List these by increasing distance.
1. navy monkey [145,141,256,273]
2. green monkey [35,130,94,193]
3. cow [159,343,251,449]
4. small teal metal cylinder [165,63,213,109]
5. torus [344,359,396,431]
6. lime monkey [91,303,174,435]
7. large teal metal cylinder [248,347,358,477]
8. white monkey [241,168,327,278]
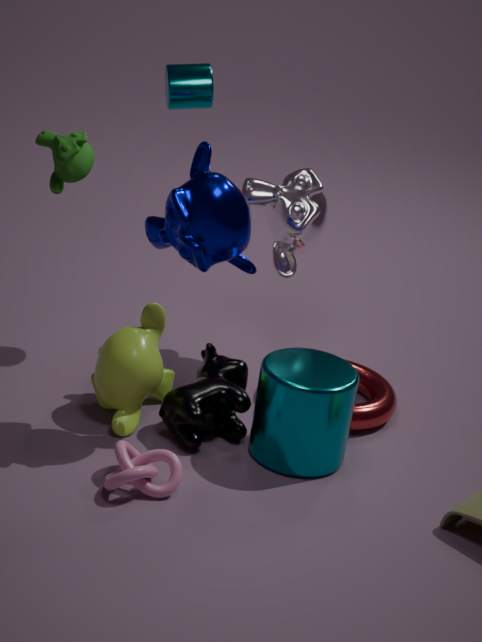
1. green monkey [35,130,94,193]
2. navy monkey [145,141,256,273]
3. large teal metal cylinder [248,347,358,477]
4. cow [159,343,251,449]
5. lime monkey [91,303,174,435]
6. torus [344,359,396,431]
7. small teal metal cylinder [165,63,213,109]
8. white monkey [241,168,327,278]
